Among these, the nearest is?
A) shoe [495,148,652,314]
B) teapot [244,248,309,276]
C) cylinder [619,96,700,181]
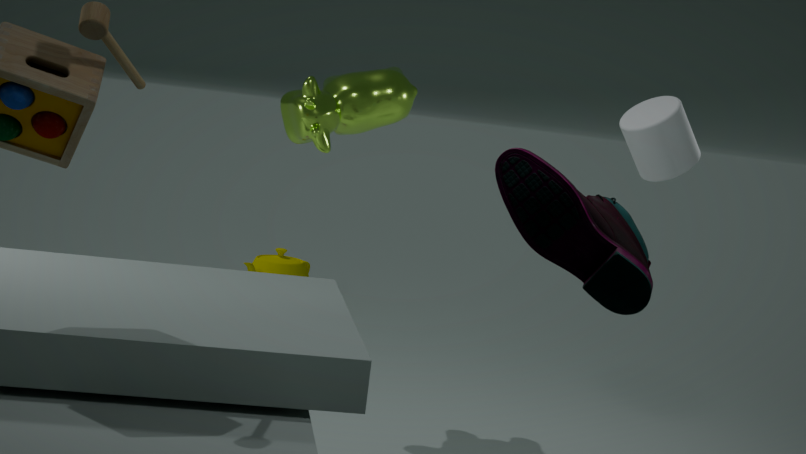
shoe [495,148,652,314]
